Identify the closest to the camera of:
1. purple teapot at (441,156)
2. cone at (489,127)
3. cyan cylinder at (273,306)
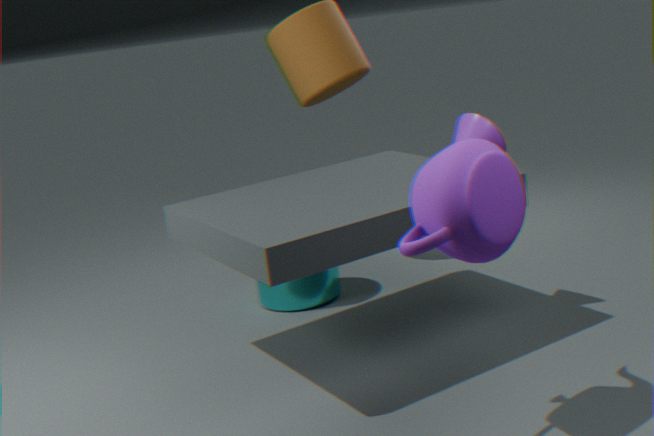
purple teapot at (441,156)
